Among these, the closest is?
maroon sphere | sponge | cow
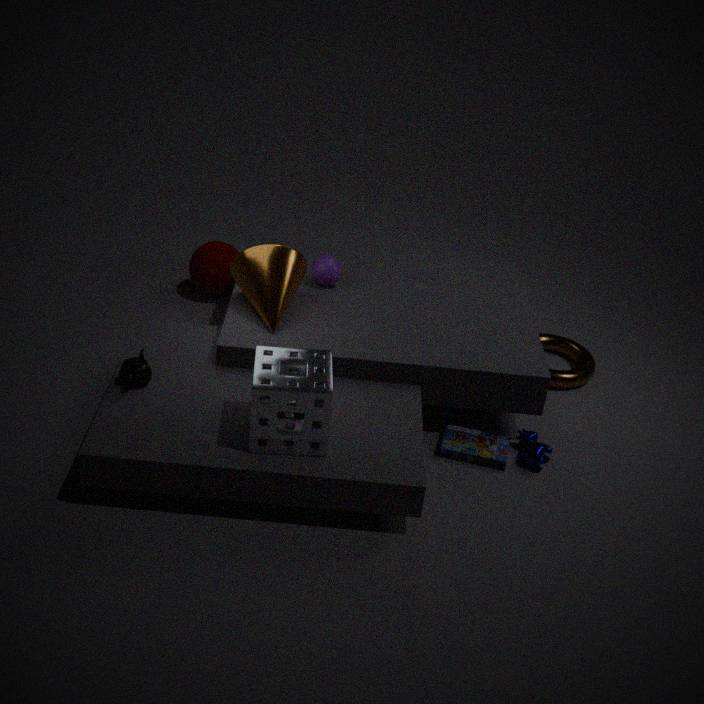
sponge
